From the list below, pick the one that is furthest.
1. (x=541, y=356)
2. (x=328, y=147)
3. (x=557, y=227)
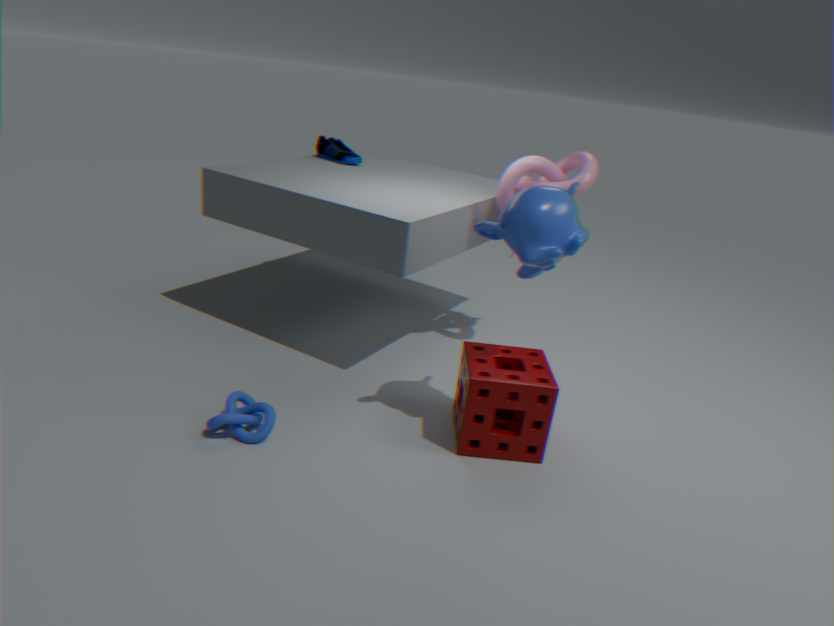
(x=328, y=147)
